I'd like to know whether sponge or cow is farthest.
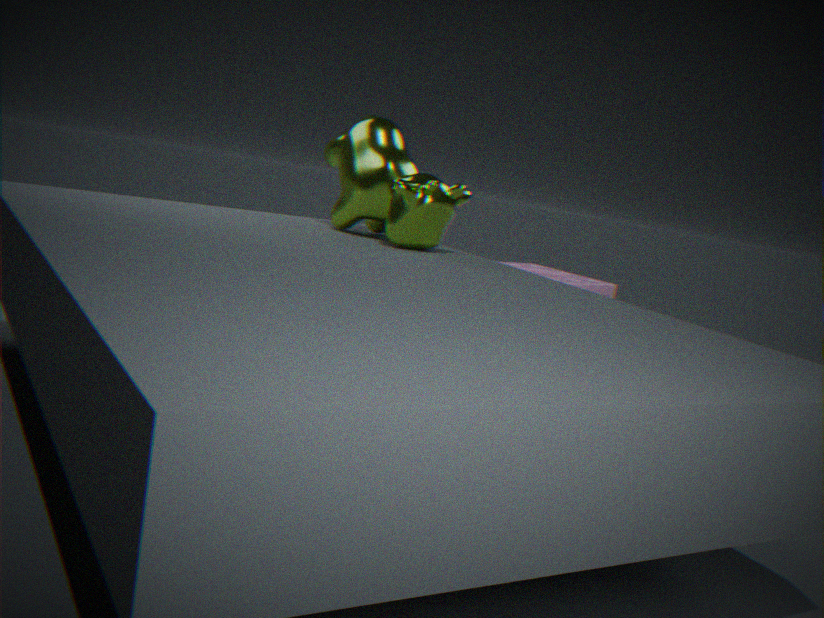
sponge
